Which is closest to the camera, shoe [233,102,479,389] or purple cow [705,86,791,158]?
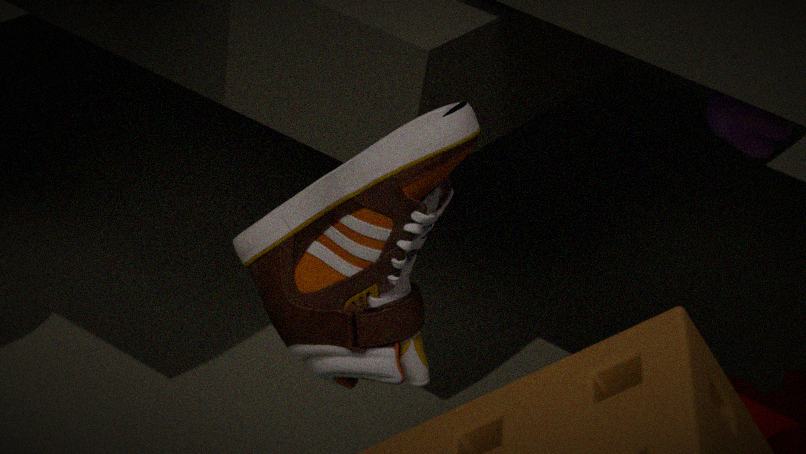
shoe [233,102,479,389]
